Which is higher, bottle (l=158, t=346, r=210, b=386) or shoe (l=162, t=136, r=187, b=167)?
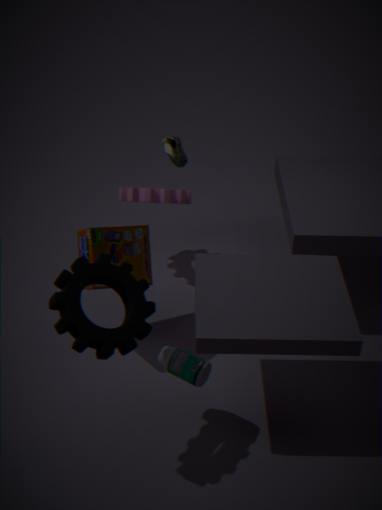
shoe (l=162, t=136, r=187, b=167)
